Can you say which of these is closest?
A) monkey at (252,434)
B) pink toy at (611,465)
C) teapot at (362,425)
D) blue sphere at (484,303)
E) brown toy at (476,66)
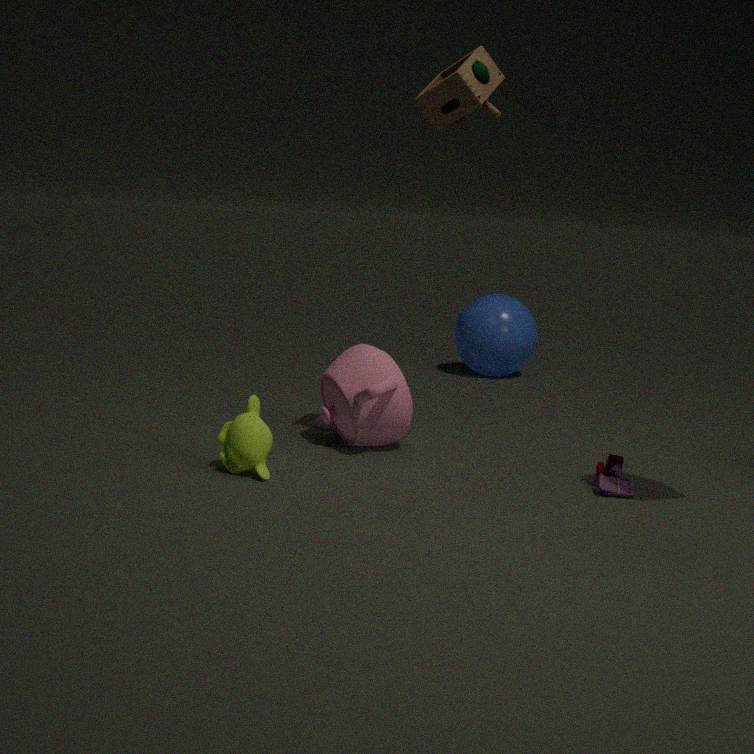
brown toy at (476,66)
